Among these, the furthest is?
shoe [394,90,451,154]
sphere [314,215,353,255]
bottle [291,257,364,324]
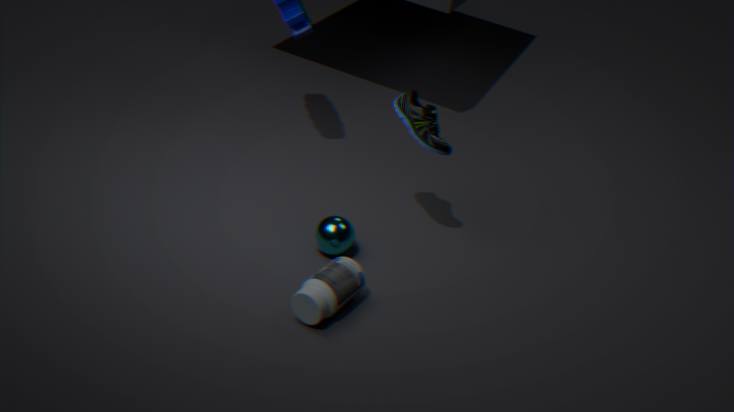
sphere [314,215,353,255]
